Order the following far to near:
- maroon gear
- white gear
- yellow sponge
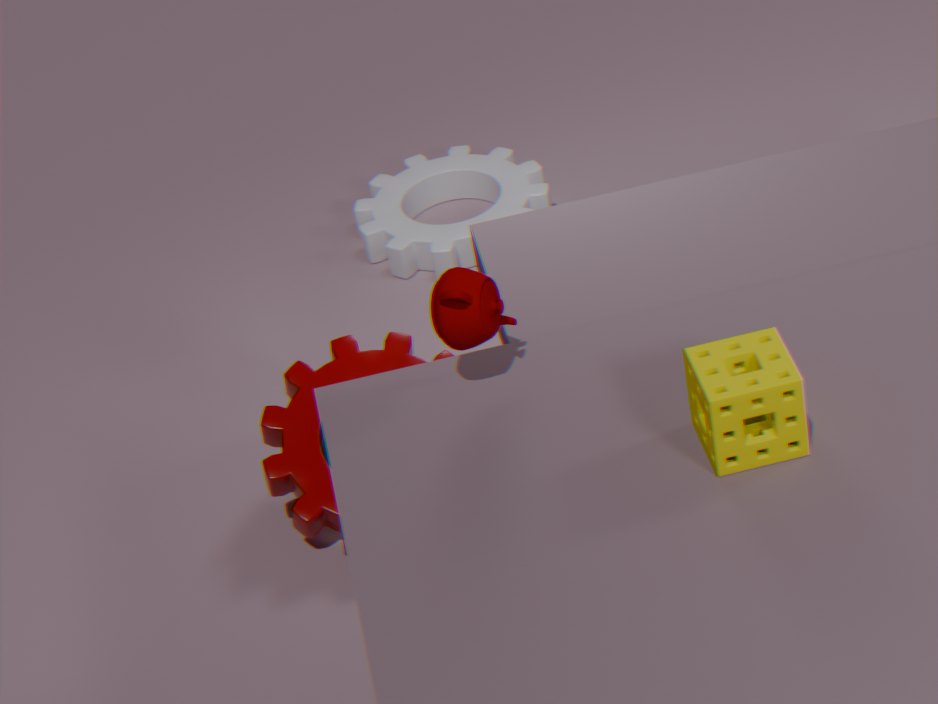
white gear → maroon gear → yellow sponge
